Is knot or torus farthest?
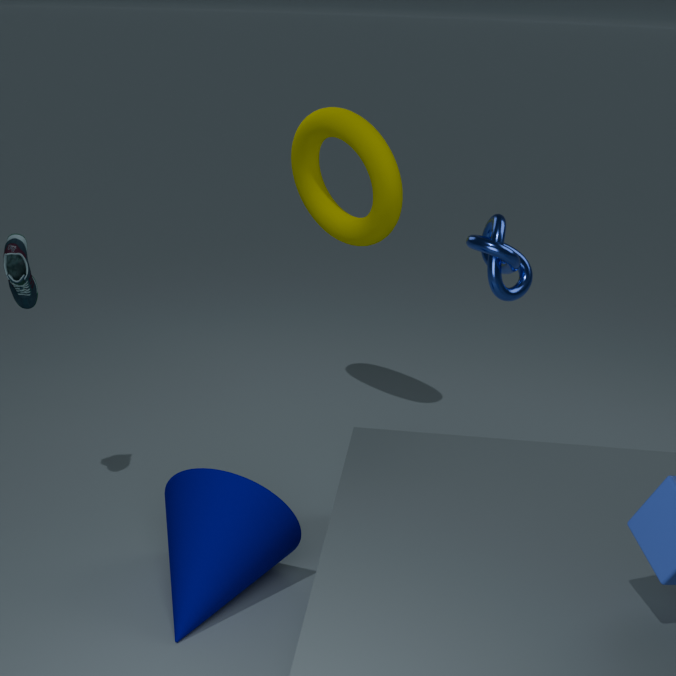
torus
